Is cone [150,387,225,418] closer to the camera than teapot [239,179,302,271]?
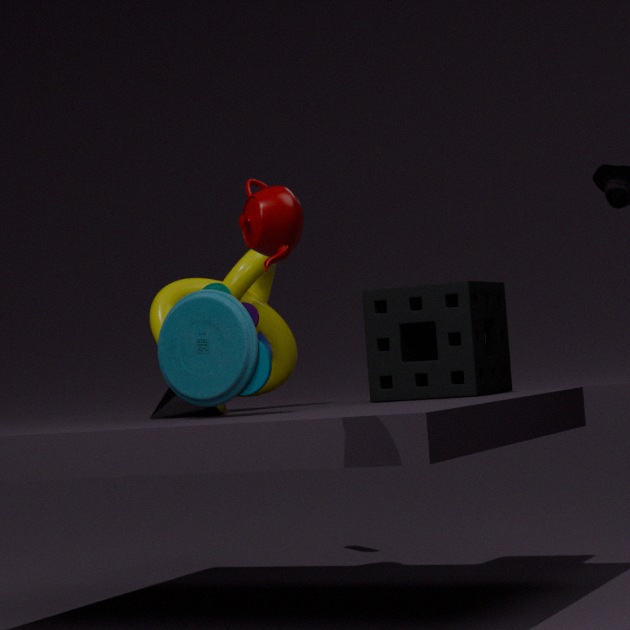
No
